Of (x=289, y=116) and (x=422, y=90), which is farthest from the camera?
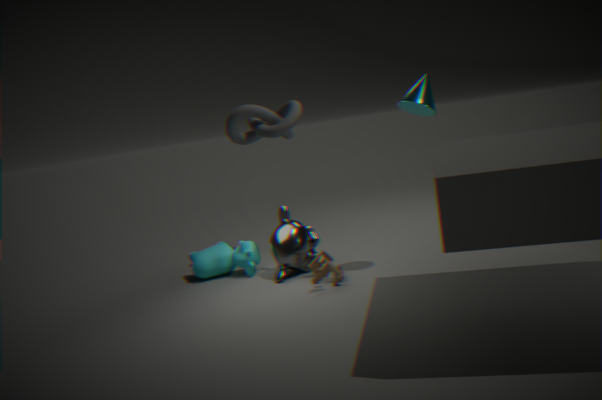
(x=289, y=116)
